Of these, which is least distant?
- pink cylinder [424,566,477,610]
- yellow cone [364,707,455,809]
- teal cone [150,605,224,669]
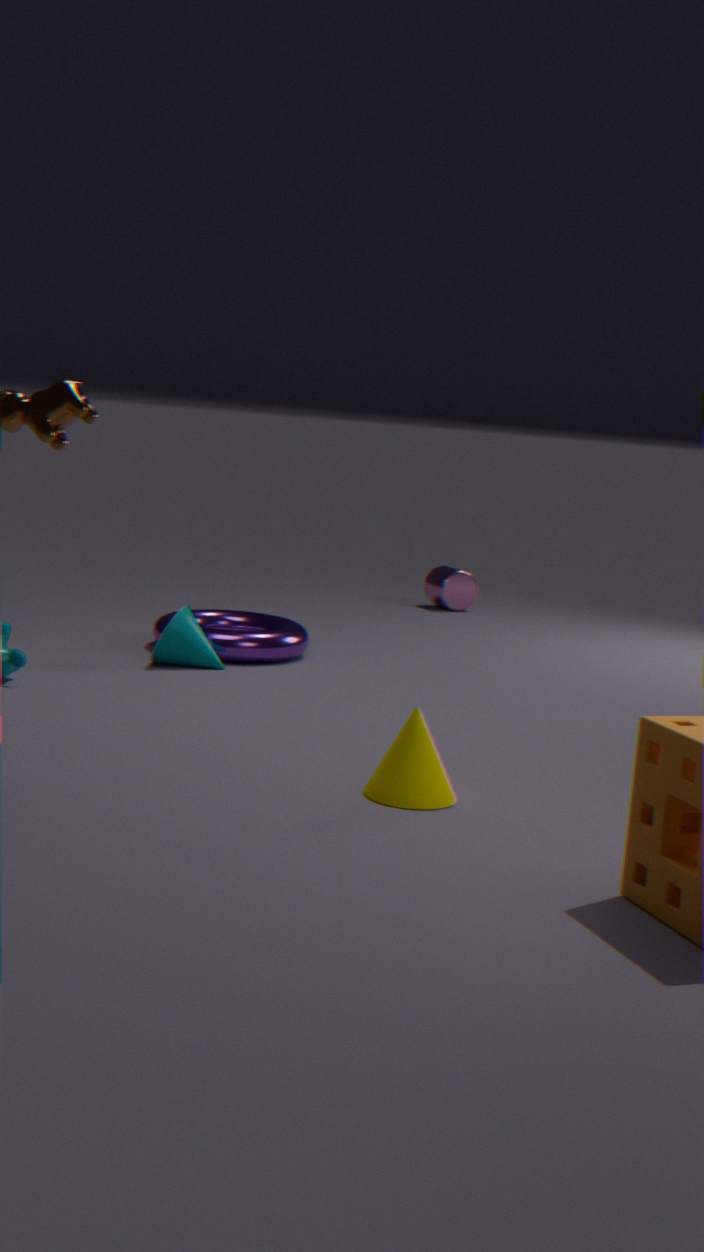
yellow cone [364,707,455,809]
